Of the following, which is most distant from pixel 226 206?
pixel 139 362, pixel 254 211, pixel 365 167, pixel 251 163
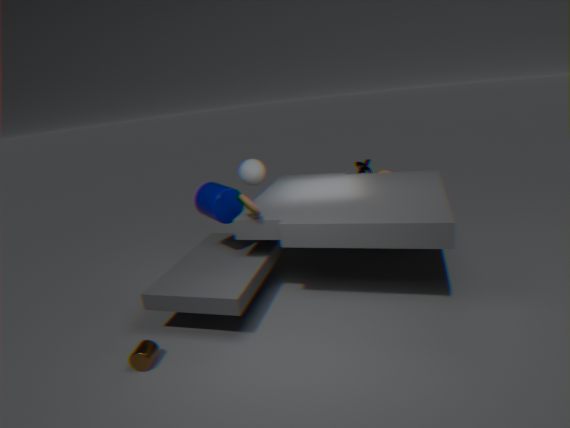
pixel 365 167
